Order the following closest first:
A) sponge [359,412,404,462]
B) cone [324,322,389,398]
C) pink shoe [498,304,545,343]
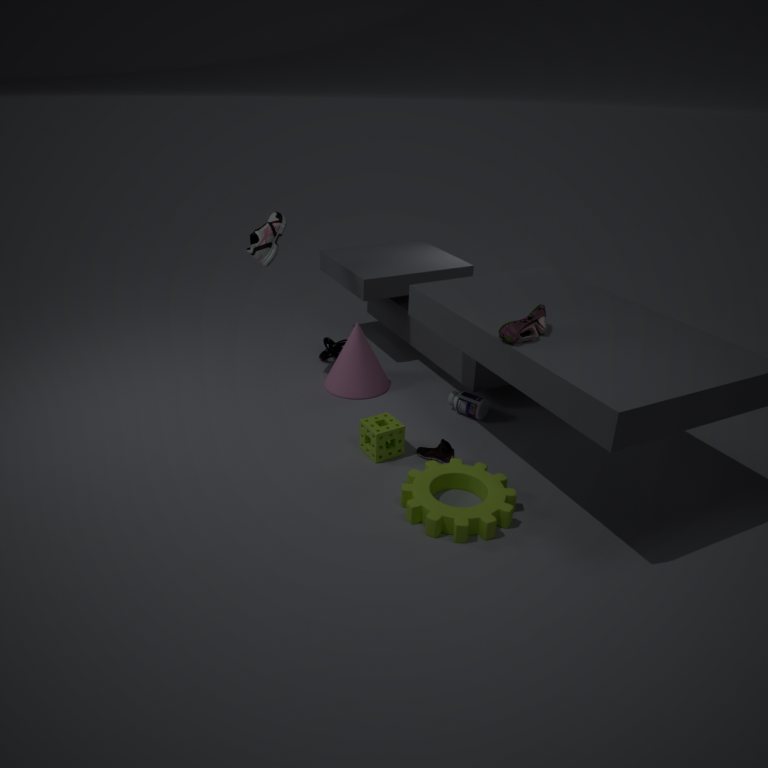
pink shoe [498,304,545,343] → sponge [359,412,404,462] → cone [324,322,389,398]
